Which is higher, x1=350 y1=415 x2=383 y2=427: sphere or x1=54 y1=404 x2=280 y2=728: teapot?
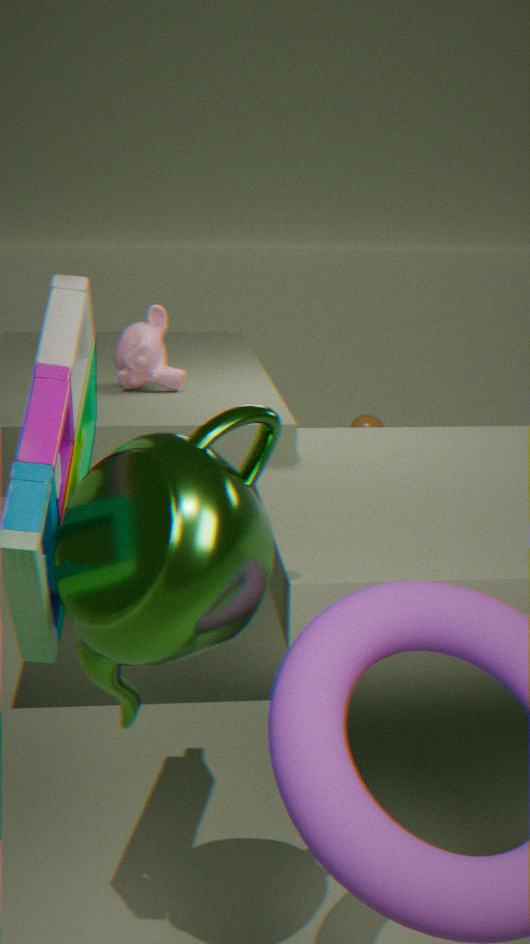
x1=54 y1=404 x2=280 y2=728: teapot
